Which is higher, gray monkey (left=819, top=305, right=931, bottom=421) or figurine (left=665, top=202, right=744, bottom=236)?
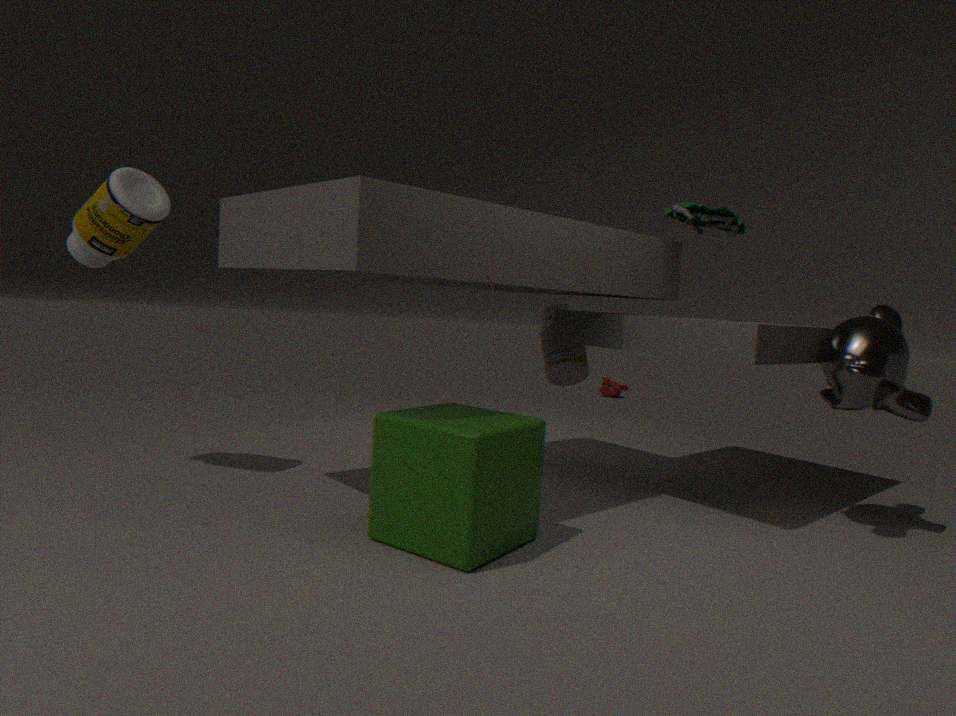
figurine (left=665, top=202, right=744, bottom=236)
